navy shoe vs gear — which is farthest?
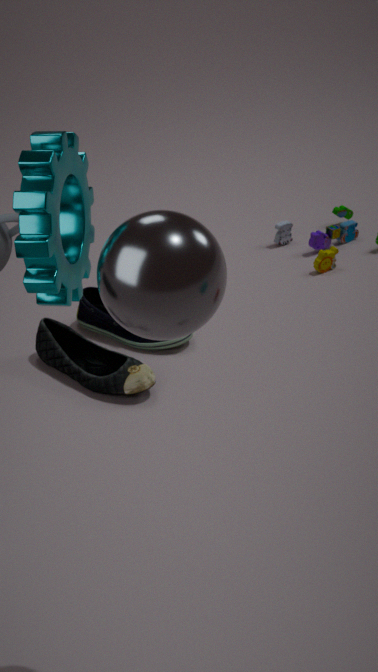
navy shoe
